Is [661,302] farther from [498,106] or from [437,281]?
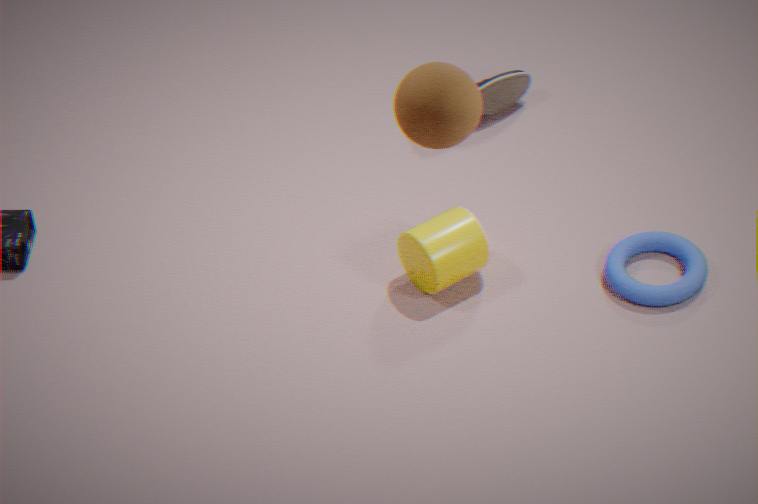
[498,106]
